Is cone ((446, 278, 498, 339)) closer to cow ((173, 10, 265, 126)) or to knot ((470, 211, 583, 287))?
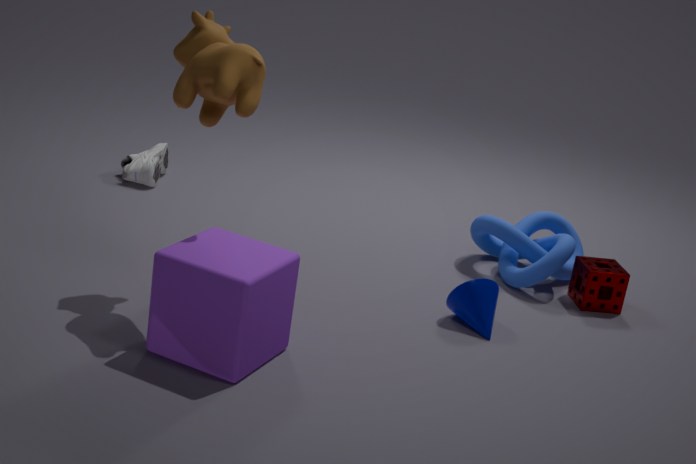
knot ((470, 211, 583, 287))
